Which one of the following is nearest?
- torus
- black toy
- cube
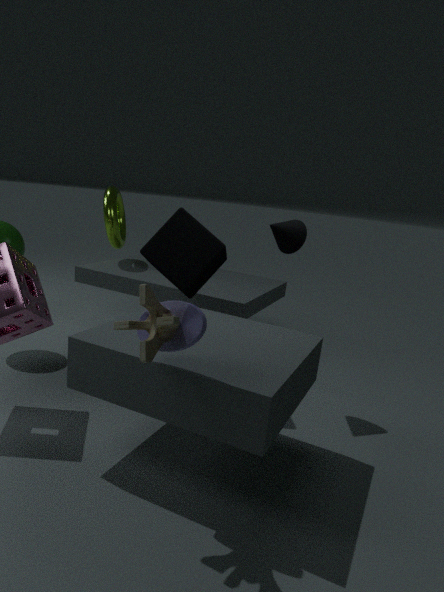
black toy
